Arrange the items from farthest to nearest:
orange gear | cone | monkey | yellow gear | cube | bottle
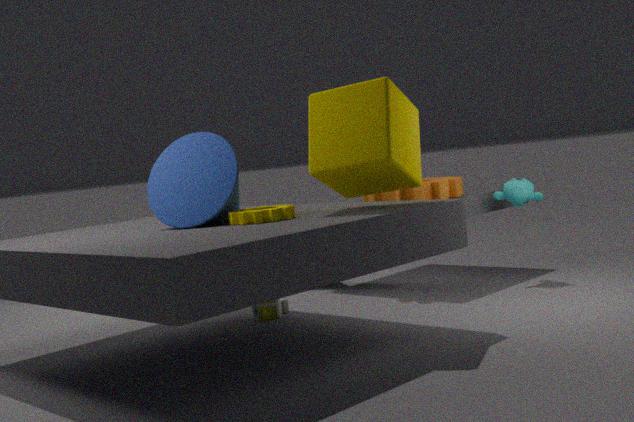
monkey → orange gear → bottle → cone → yellow gear → cube
